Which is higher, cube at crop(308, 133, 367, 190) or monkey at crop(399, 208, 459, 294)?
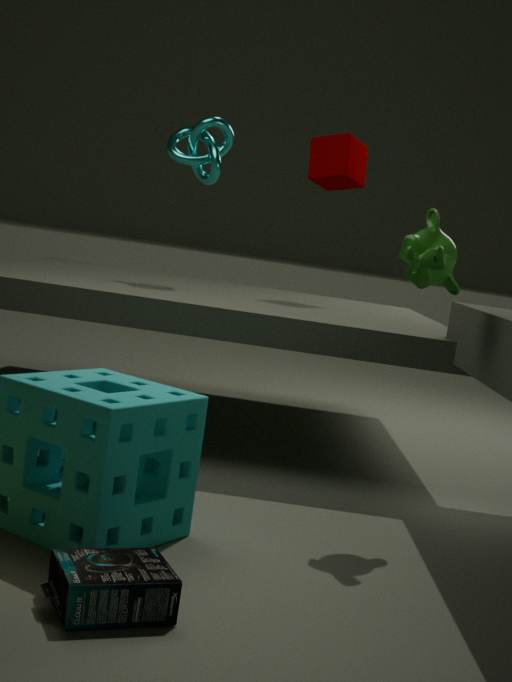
cube at crop(308, 133, 367, 190)
